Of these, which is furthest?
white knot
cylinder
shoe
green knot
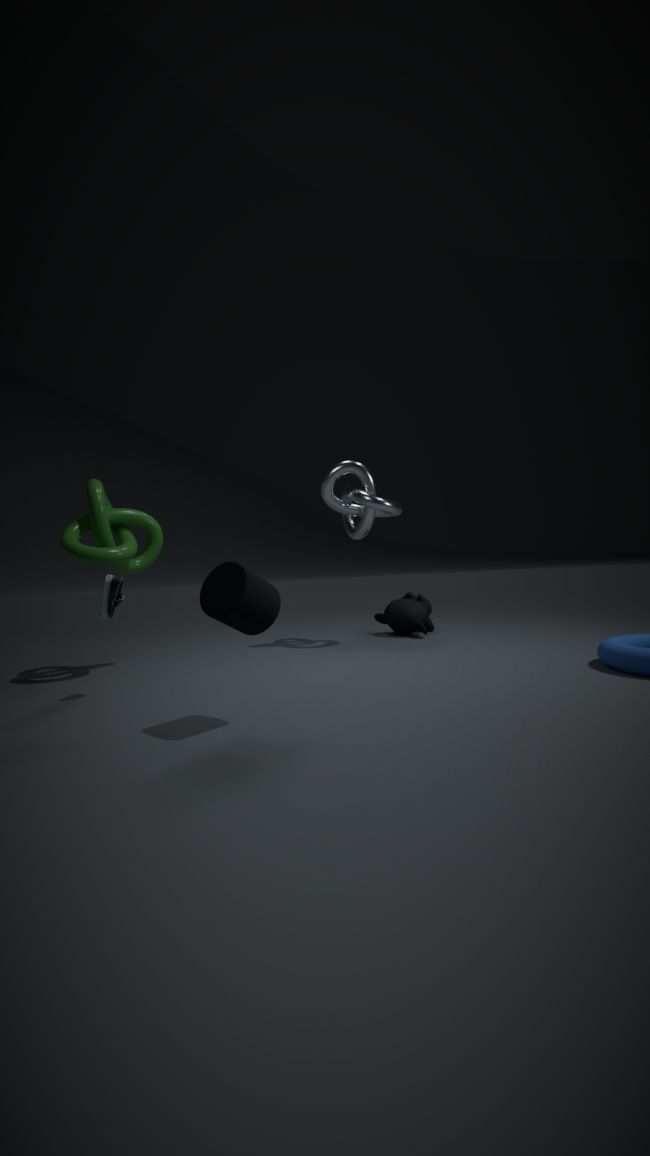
white knot
